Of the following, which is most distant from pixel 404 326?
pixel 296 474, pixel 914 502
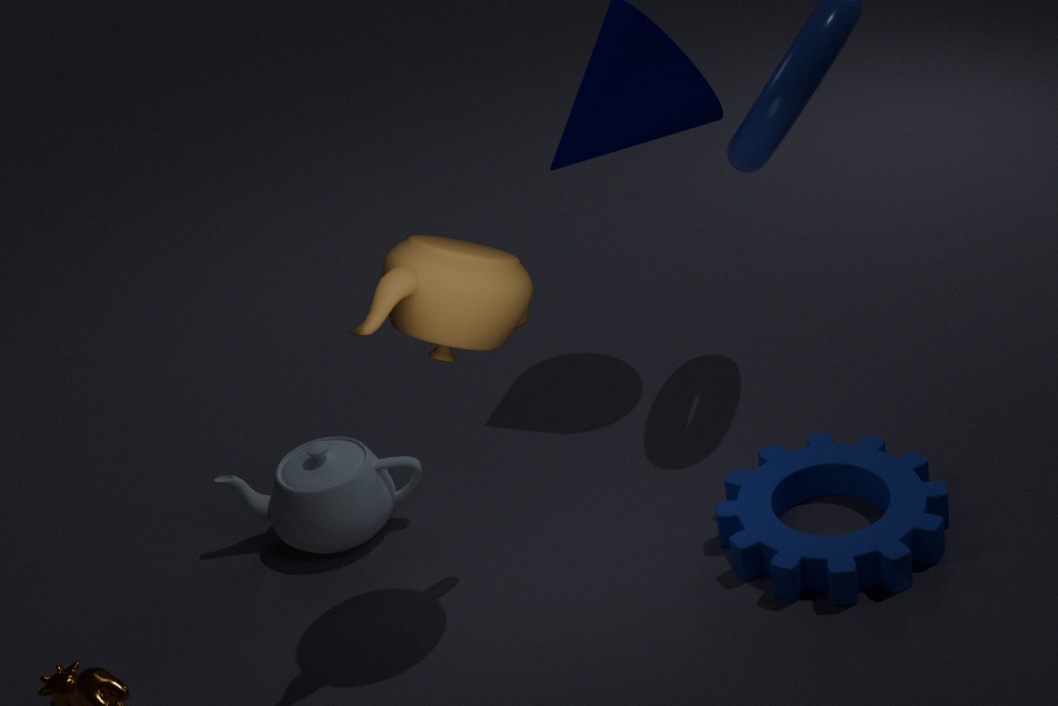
pixel 914 502
